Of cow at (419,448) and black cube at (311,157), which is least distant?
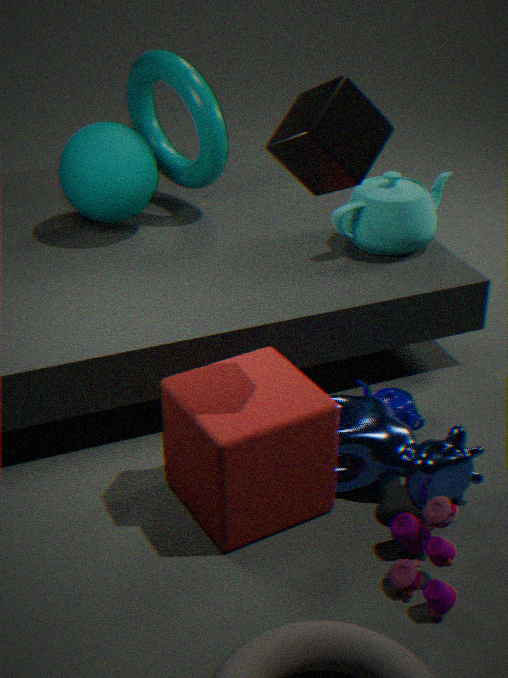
black cube at (311,157)
